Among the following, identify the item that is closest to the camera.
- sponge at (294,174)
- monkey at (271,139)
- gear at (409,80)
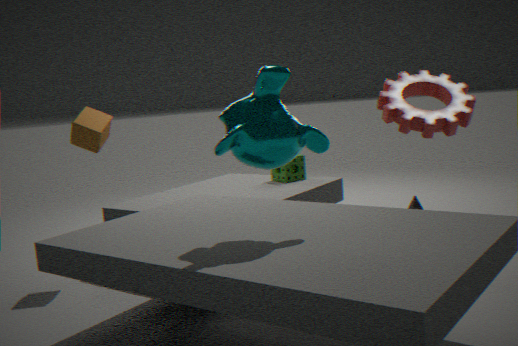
monkey at (271,139)
